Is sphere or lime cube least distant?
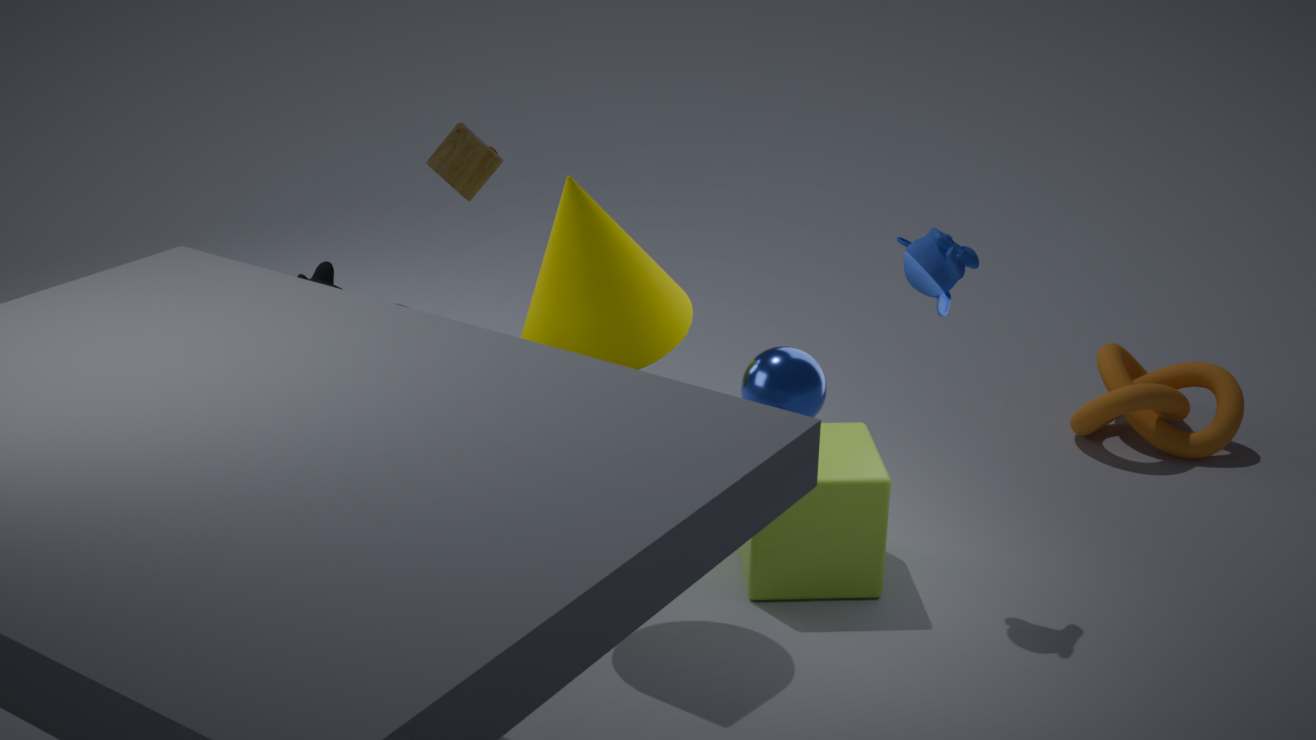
sphere
